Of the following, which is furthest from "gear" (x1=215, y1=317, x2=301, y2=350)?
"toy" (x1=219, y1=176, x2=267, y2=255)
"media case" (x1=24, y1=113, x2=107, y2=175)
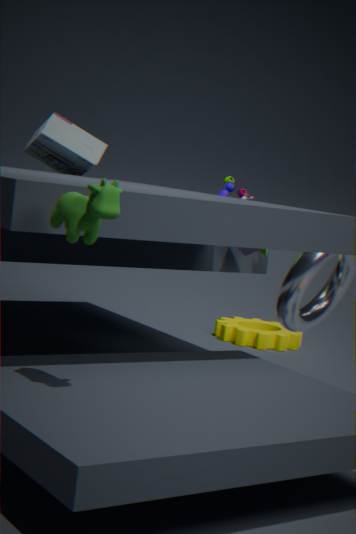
"media case" (x1=24, y1=113, x2=107, y2=175)
